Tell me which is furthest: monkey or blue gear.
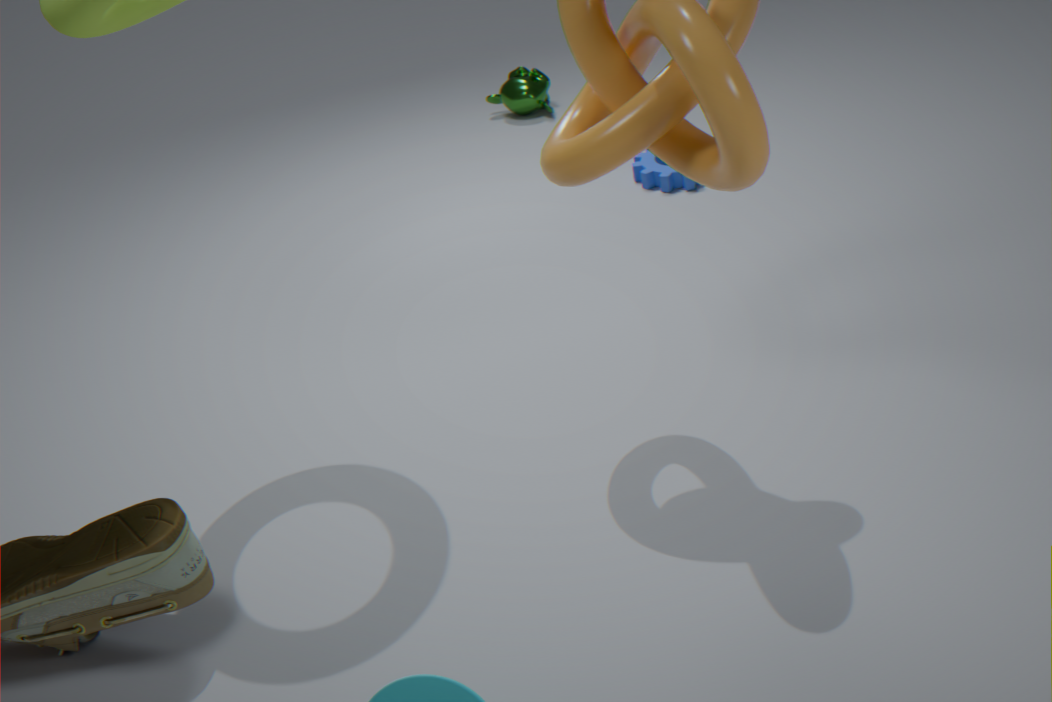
monkey
